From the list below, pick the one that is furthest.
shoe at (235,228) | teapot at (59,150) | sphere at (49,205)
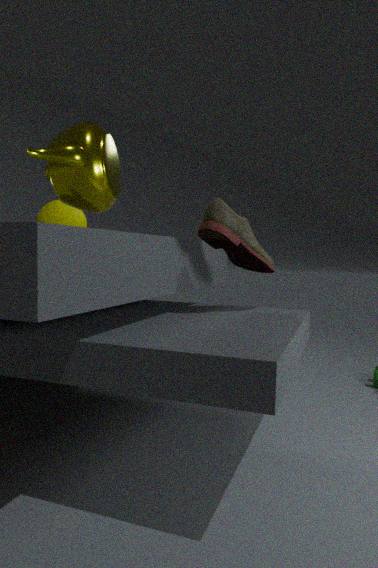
sphere at (49,205)
